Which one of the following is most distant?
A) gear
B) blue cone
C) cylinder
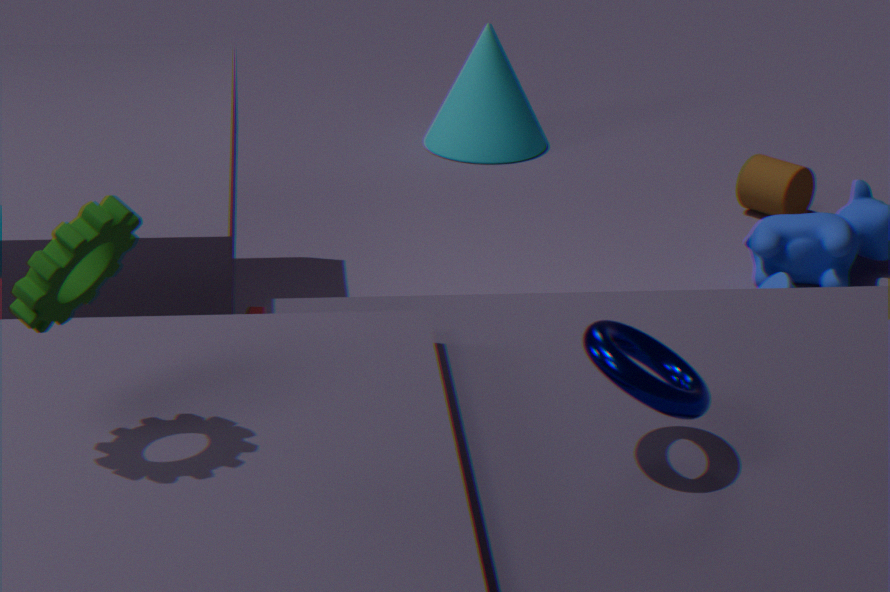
cylinder
